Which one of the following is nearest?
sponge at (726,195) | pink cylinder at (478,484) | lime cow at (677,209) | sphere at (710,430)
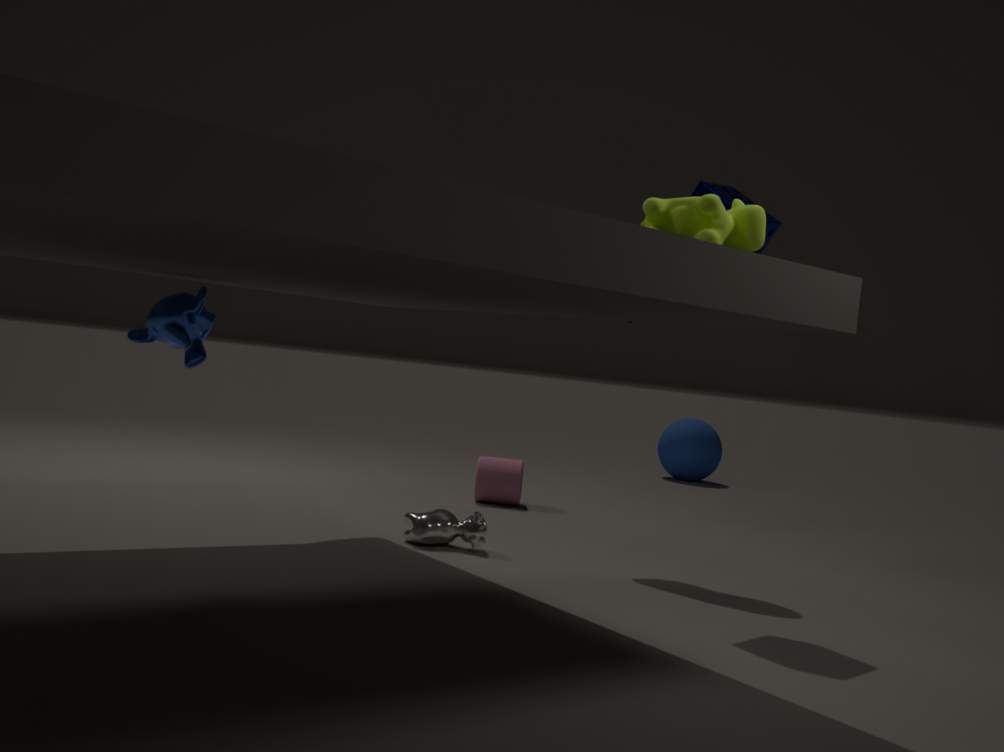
lime cow at (677,209)
